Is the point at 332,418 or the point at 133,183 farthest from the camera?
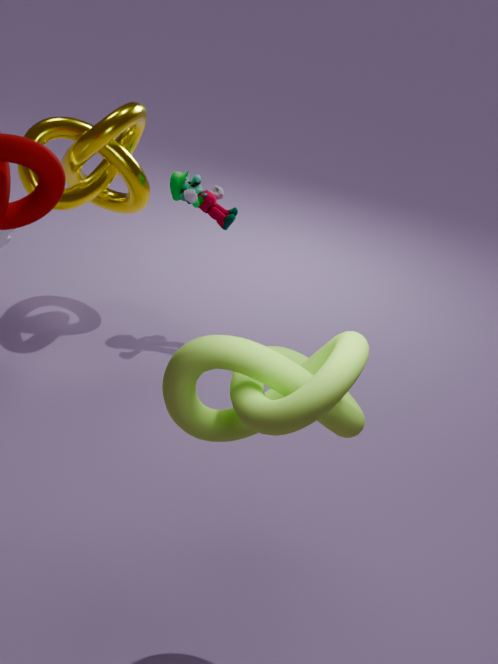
the point at 133,183
